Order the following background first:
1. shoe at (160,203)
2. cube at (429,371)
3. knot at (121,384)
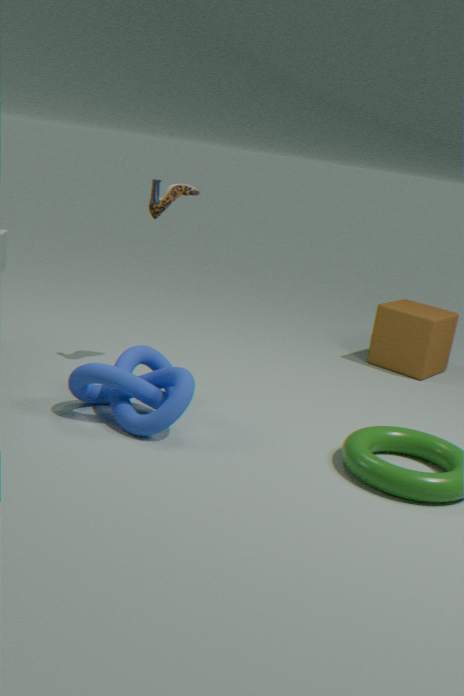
cube at (429,371)
shoe at (160,203)
knot at (121,384)
